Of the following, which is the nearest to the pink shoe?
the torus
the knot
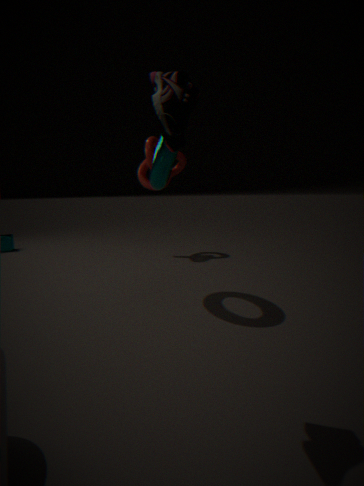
the torus
